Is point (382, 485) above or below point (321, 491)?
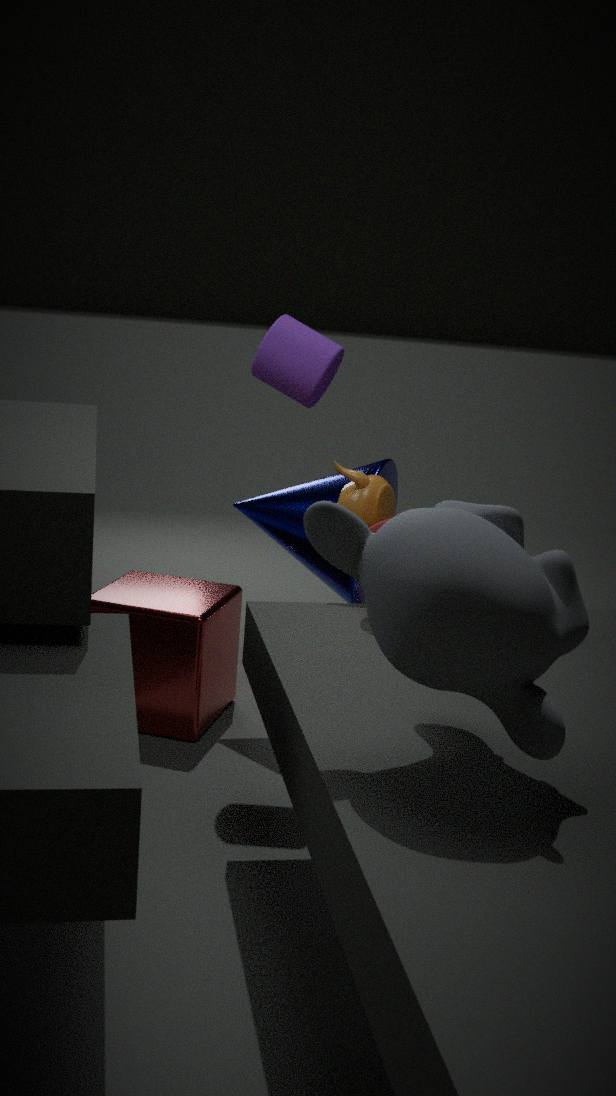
above
